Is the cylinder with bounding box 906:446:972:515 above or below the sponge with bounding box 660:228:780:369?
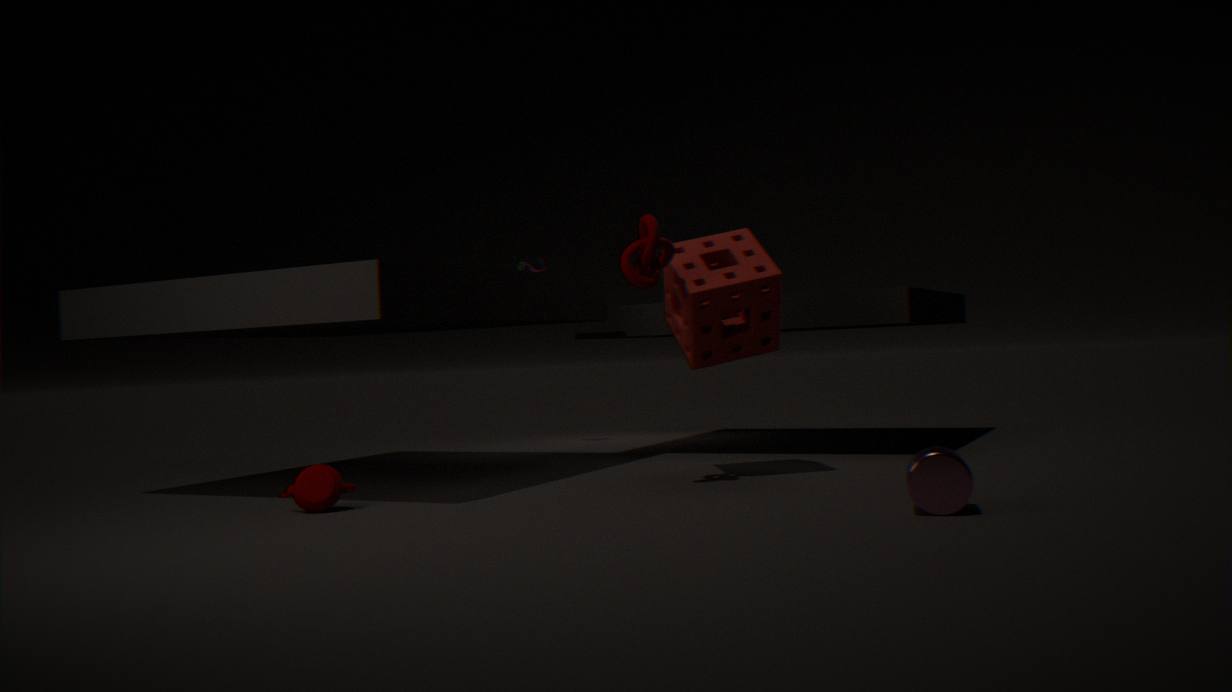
below
